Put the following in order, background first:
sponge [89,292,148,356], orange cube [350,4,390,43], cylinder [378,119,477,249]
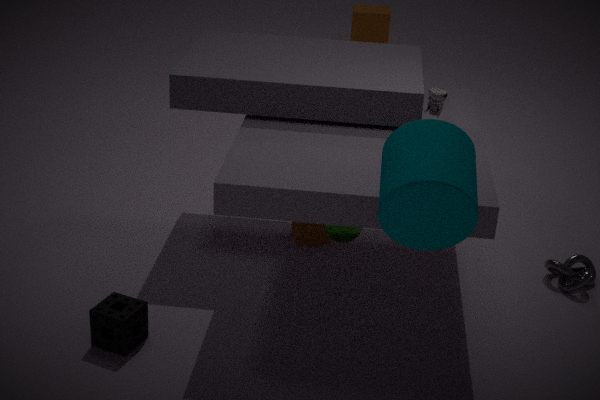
orange cube [350,4,390,43]
sponge [89,292,148,356]
cylinder [378,119,477,249]
